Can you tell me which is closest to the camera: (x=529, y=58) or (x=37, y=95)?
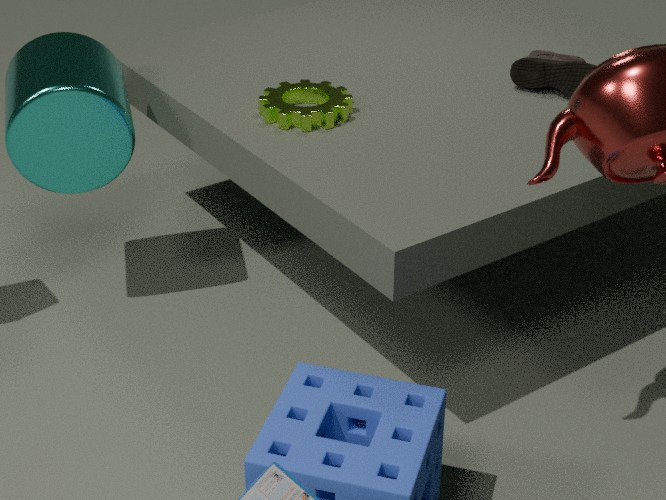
(x=37, y=95)
